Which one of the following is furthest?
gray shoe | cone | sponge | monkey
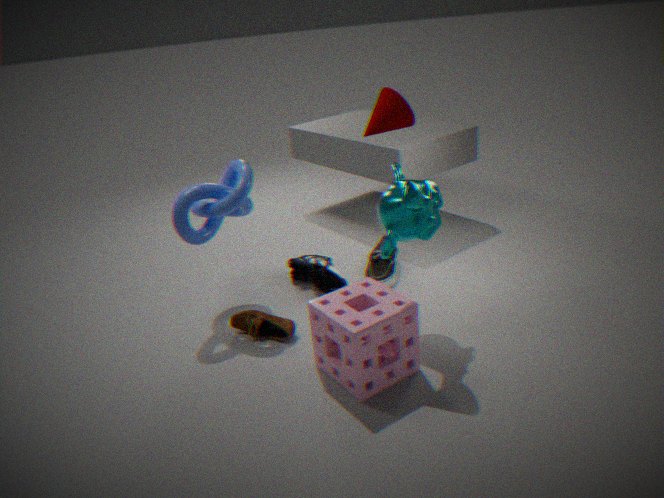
gray shoe
